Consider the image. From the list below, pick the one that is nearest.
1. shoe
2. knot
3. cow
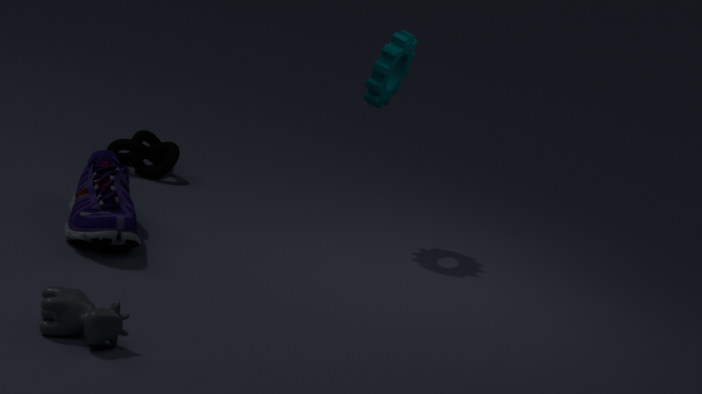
cow
